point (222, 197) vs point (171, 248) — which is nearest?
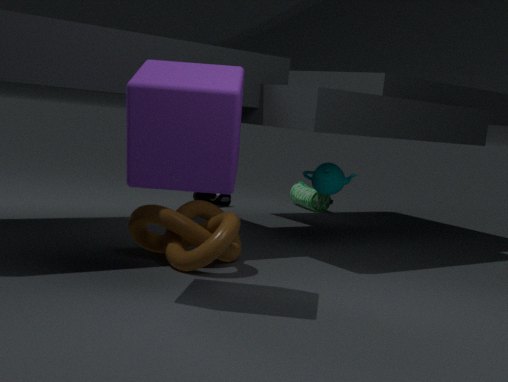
point (171, 248)
